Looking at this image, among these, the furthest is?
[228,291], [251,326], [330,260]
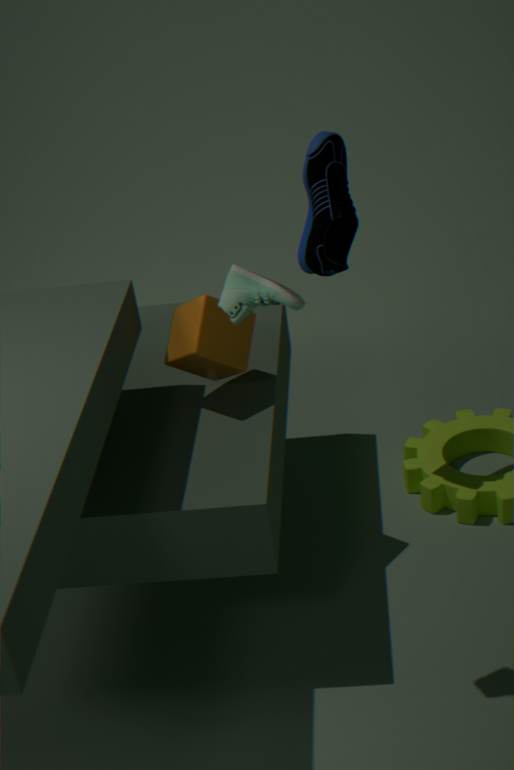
[330,260]
